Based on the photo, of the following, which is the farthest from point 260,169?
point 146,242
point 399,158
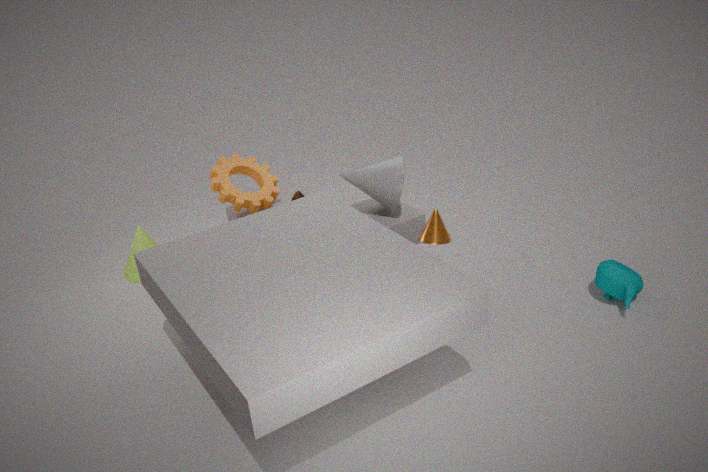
point 146,242
